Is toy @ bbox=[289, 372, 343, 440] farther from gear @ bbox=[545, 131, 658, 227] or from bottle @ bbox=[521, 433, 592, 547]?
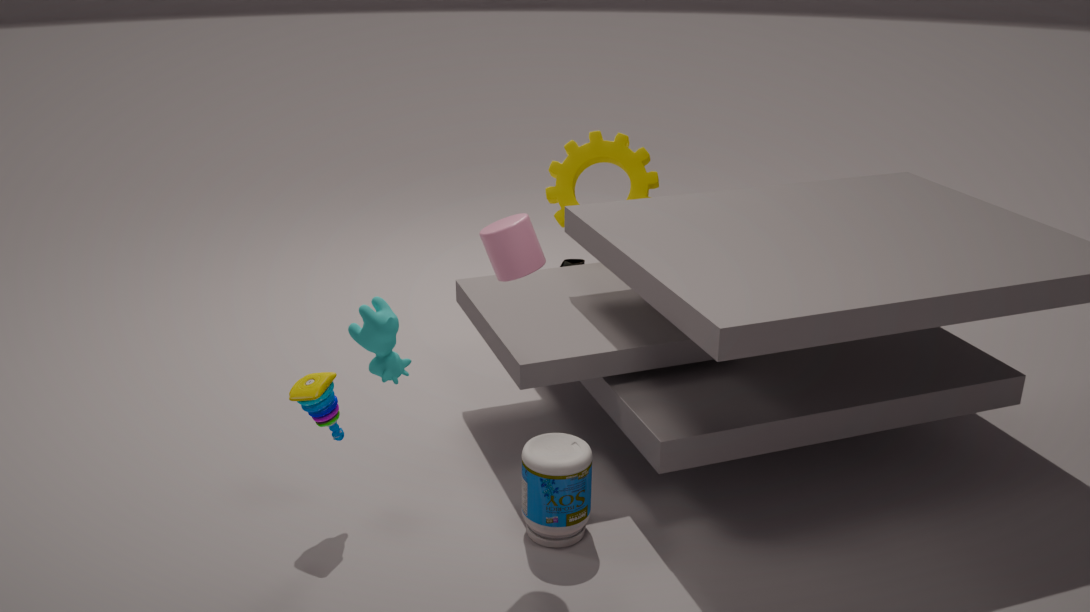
gear @ bbox=[545, 131, 658, 227]
